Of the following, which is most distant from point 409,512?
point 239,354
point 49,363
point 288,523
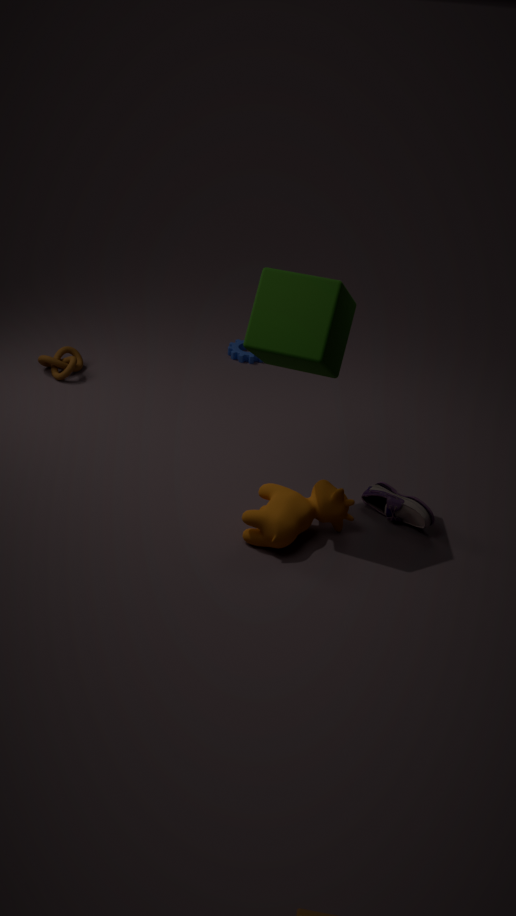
point 49,363
